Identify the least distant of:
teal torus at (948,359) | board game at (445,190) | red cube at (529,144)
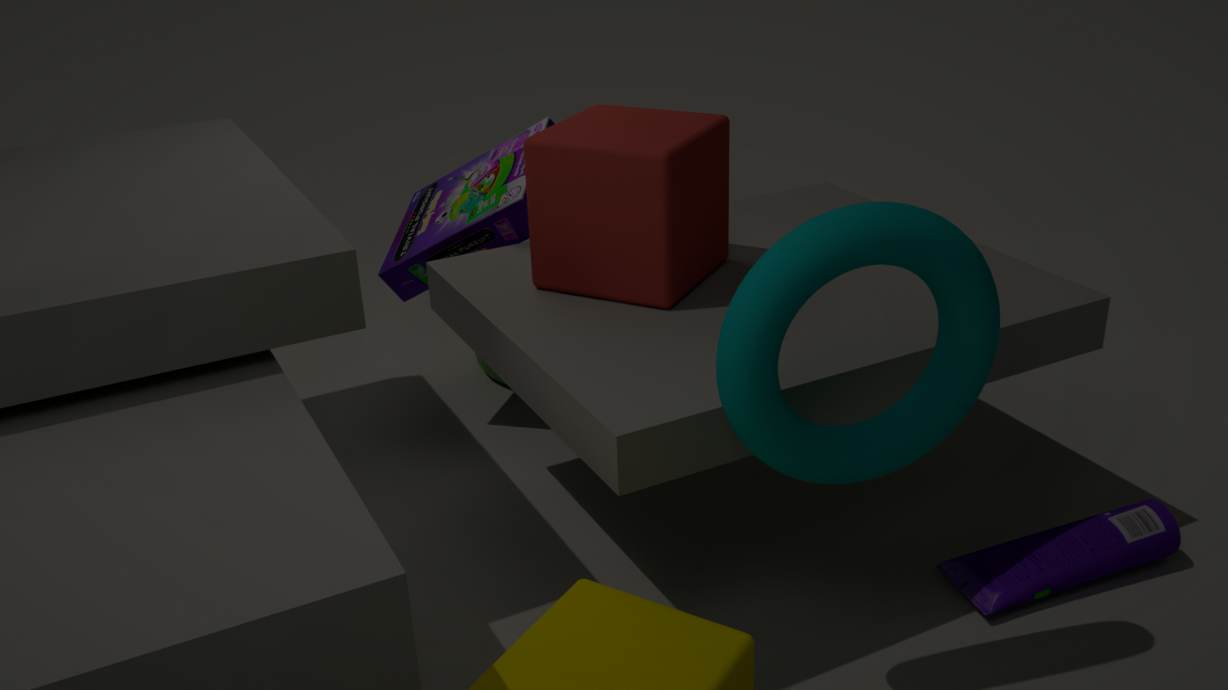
teal torus at (948,359)
